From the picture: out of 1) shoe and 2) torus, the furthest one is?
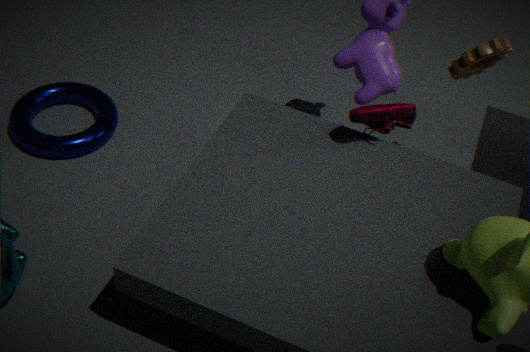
2. torus
